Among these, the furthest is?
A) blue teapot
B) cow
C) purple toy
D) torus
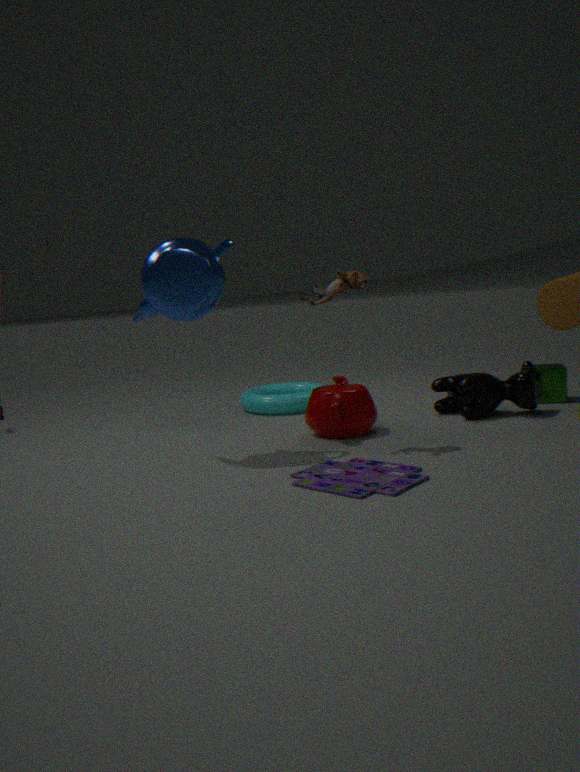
torus
